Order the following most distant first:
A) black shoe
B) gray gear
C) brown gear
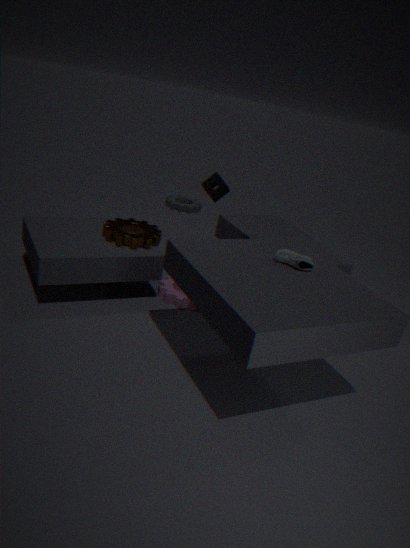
gray gear < brown gear < black shoe
